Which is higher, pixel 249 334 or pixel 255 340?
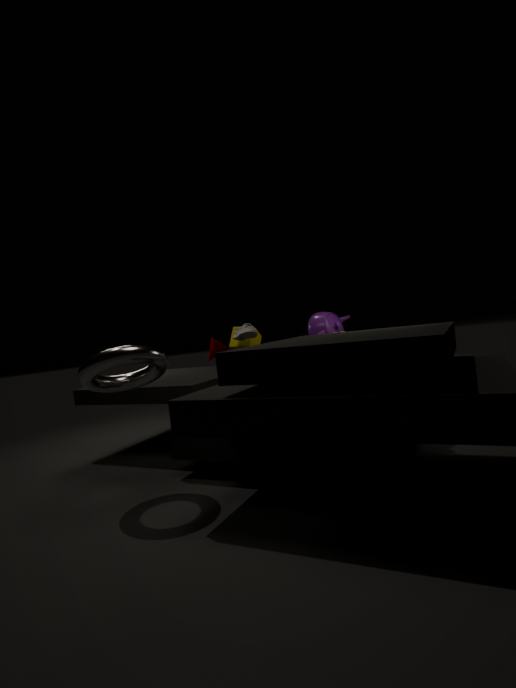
pixel 249 334
